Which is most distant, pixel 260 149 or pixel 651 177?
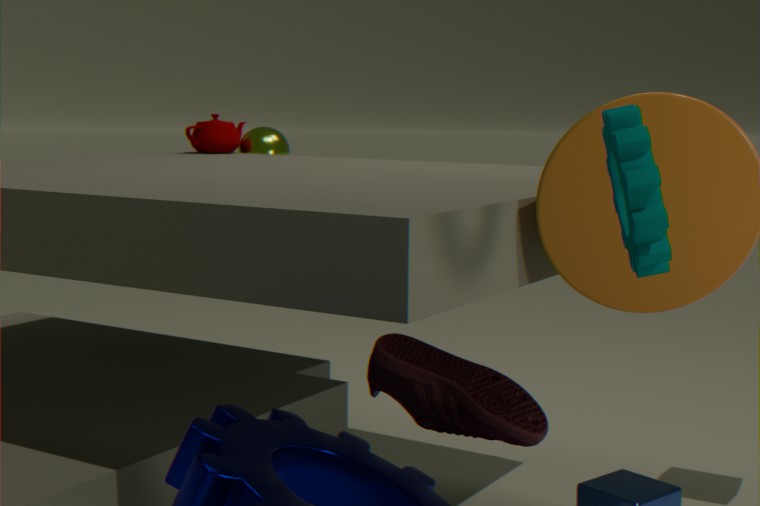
pixel 260 149
